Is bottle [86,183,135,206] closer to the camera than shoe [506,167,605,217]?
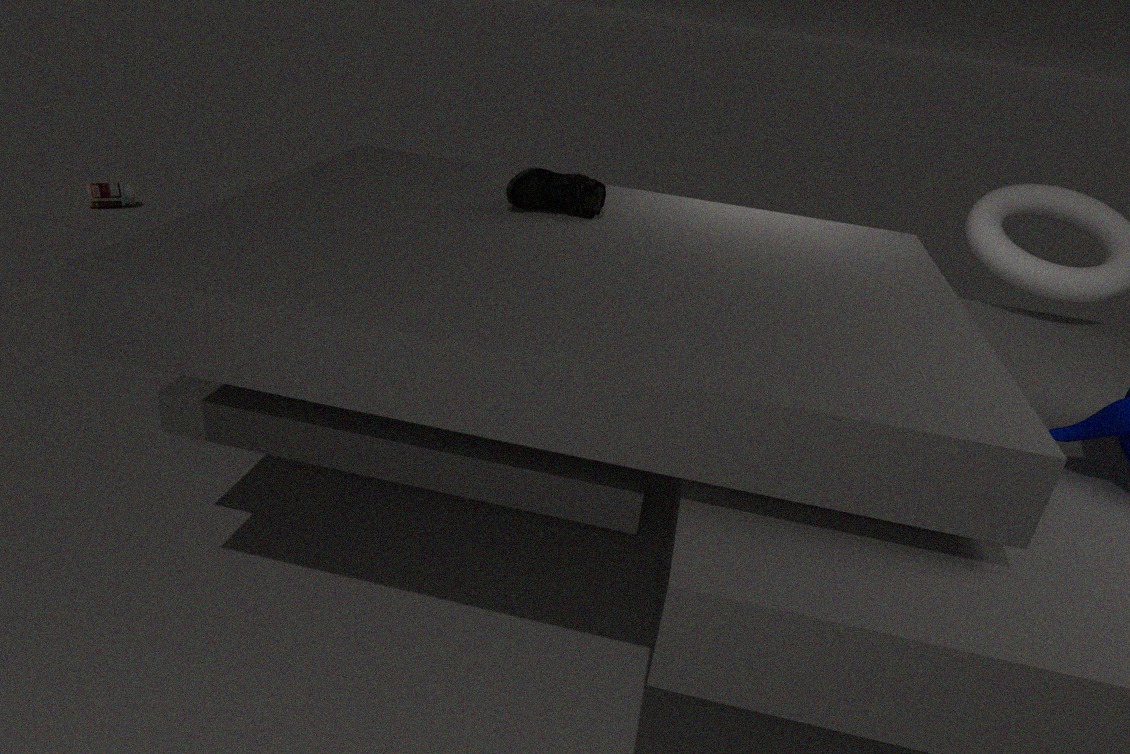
No
